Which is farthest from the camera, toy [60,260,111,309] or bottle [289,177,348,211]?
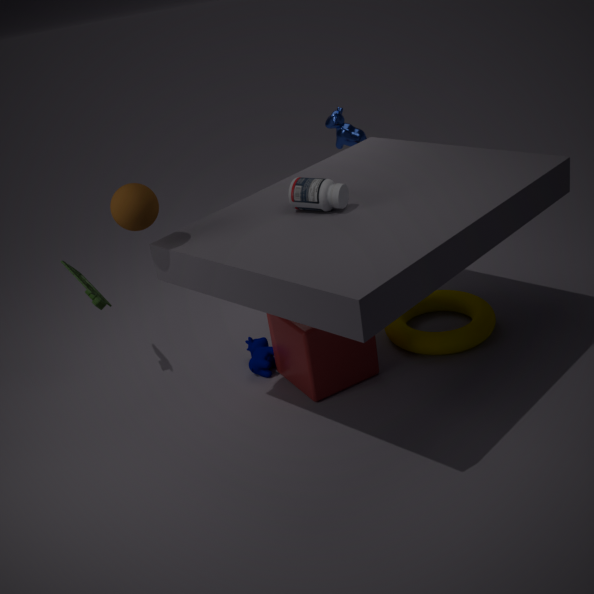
toy [60,260,111,309]
